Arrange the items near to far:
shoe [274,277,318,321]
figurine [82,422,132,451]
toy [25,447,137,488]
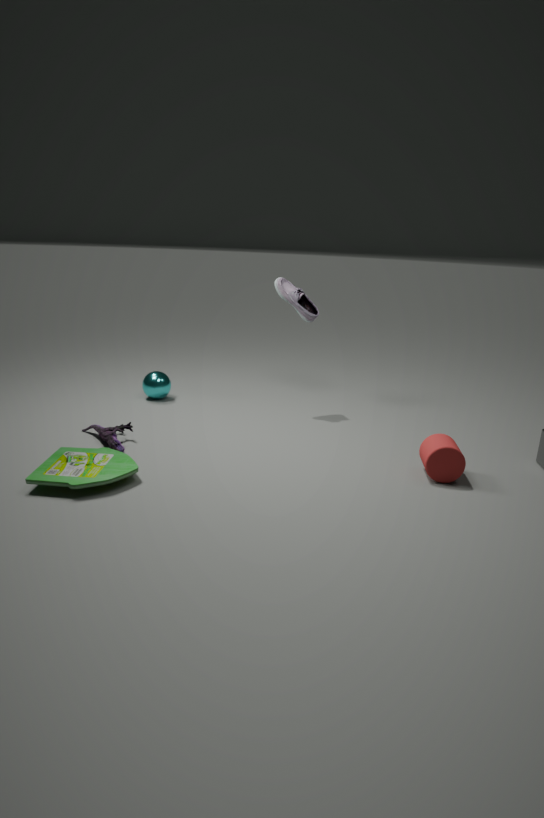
toy [25,447,137,488] → figurine [82,422,132,451] → shoe [274,277,318,321]
